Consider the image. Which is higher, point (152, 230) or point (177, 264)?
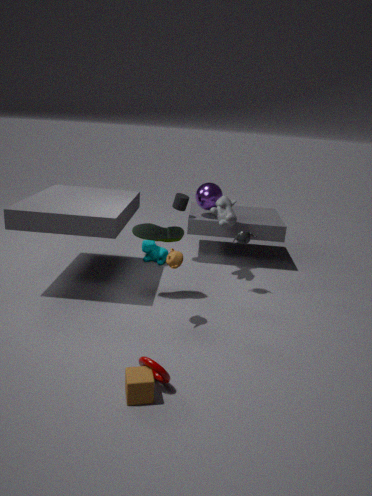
point (152, 230)
